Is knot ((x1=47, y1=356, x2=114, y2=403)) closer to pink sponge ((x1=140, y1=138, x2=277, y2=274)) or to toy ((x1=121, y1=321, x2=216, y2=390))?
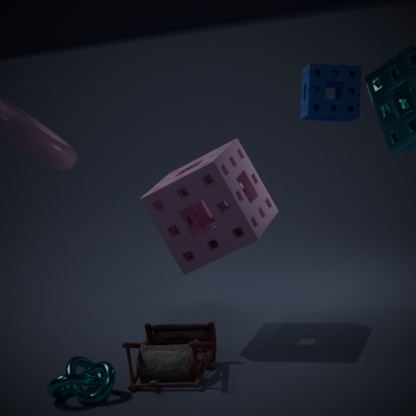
toy ((x1=121, y1=321, x2=216, y2=390))
